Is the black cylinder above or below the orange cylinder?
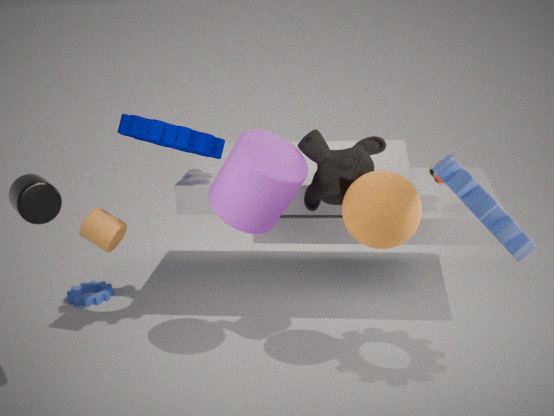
above
